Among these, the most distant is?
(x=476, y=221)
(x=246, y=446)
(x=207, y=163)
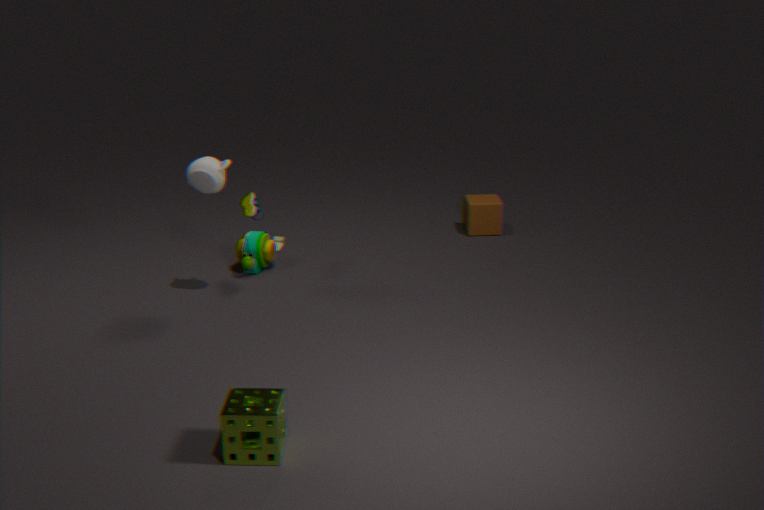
(x=476, y=221)
